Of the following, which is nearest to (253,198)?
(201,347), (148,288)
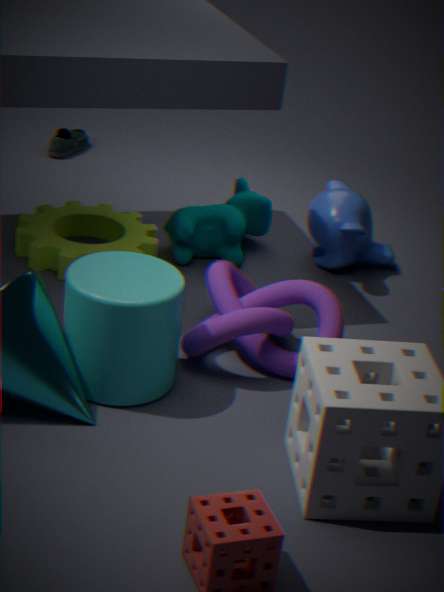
(201,347)
